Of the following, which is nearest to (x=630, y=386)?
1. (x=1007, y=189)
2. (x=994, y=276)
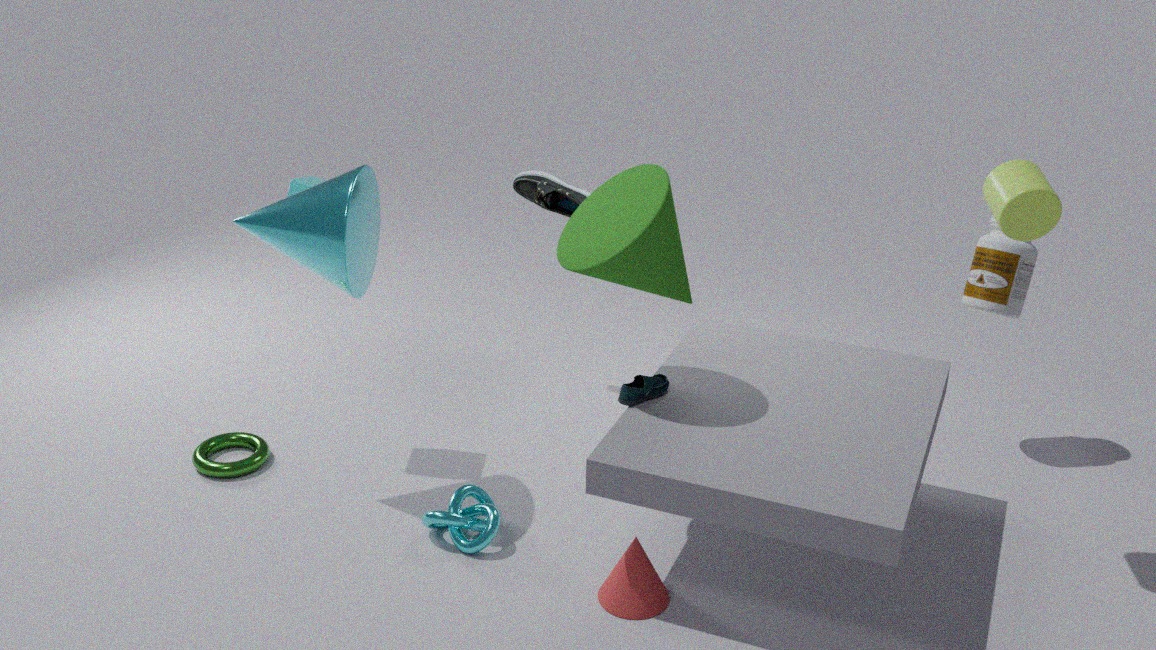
(x=1007, y=189)
